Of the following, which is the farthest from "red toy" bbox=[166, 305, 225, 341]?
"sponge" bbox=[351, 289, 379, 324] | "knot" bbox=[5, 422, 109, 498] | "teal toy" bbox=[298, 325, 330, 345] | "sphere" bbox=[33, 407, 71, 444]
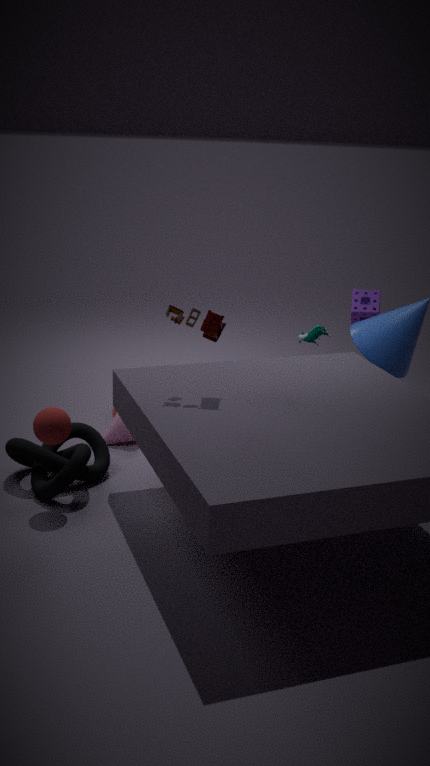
"sponge" bbox=[351, 289, 379, 324]
